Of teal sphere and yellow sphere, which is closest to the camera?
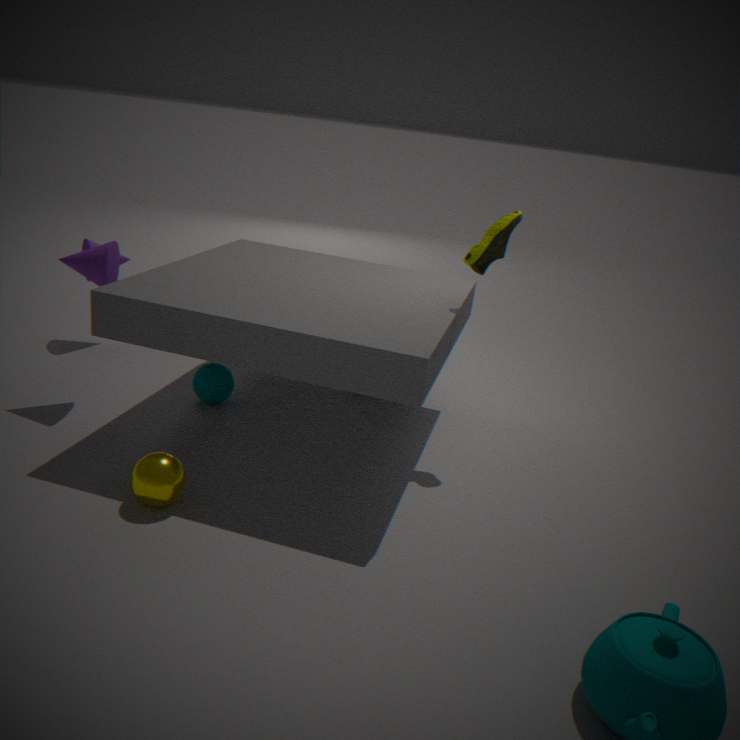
yellow sphere
